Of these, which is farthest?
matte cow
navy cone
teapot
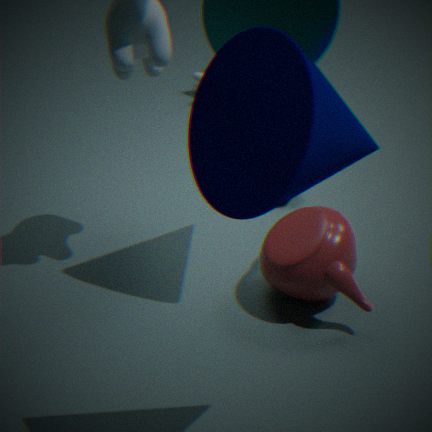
matte cow
